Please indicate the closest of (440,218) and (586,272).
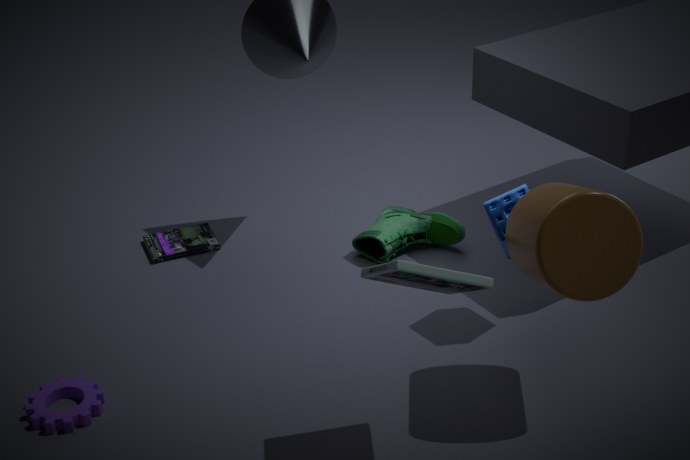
(586,272)
